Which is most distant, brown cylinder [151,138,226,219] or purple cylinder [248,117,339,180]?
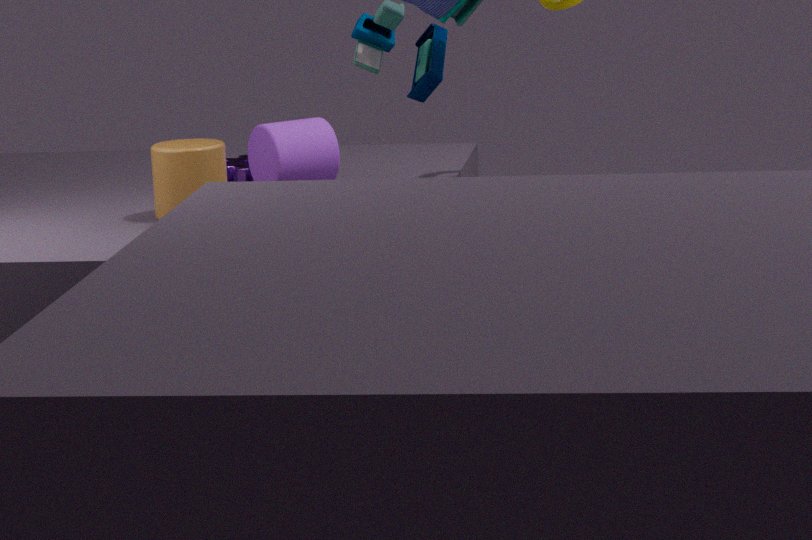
purple cylinder [248,117,339,180]
